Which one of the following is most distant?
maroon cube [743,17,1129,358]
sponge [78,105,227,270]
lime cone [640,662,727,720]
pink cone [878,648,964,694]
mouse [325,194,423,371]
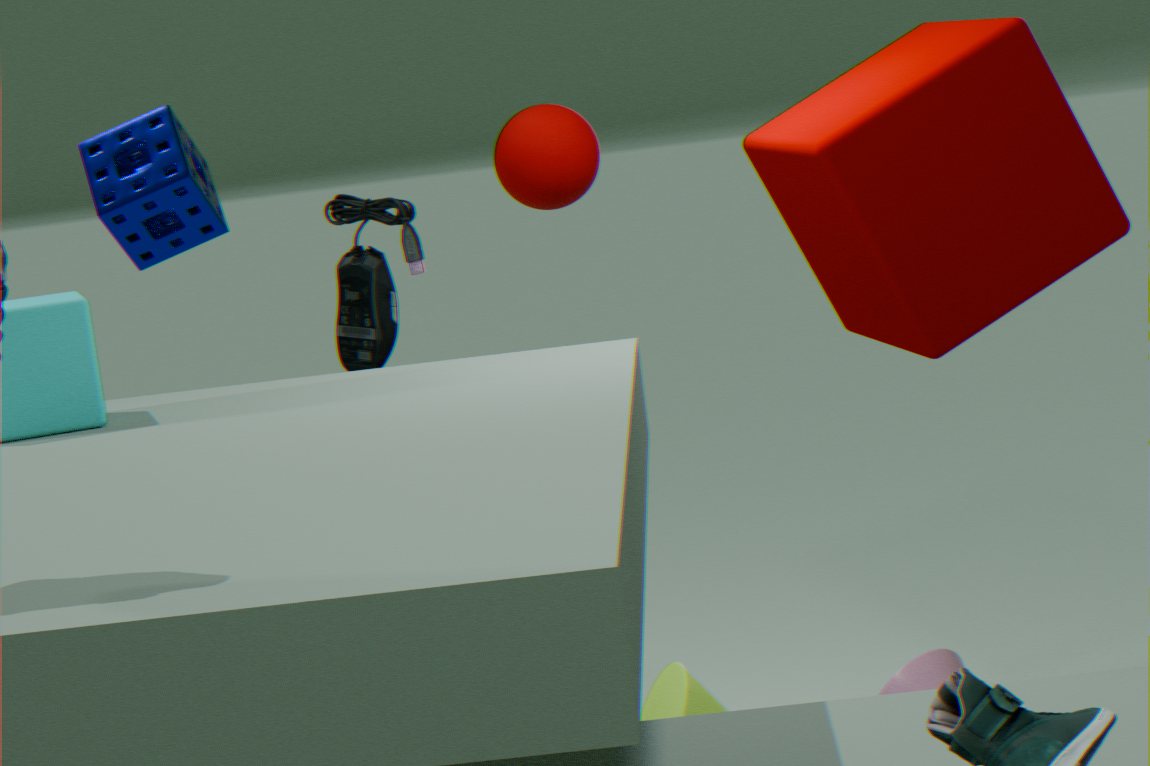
sponge [78,105,227,270]
